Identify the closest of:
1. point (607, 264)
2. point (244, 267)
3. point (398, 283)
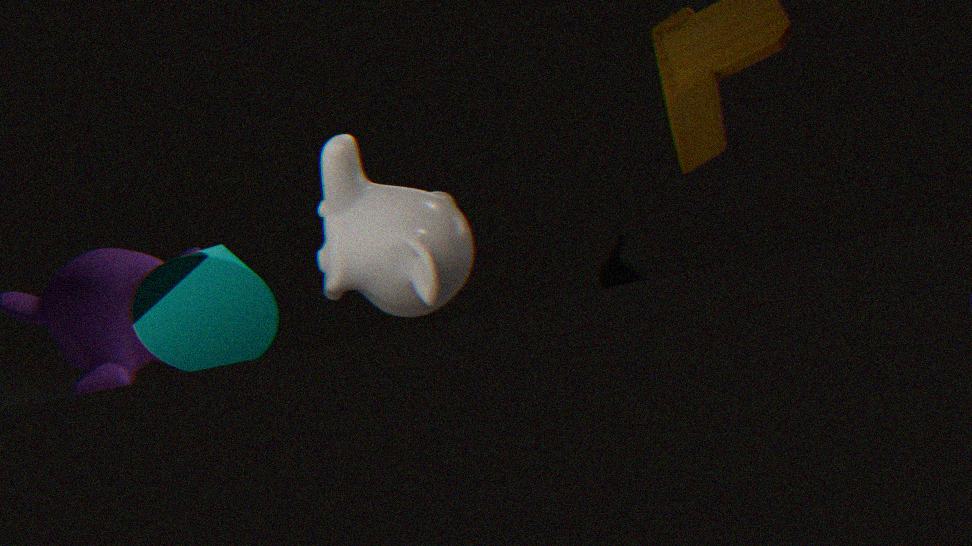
point (244, 267)
